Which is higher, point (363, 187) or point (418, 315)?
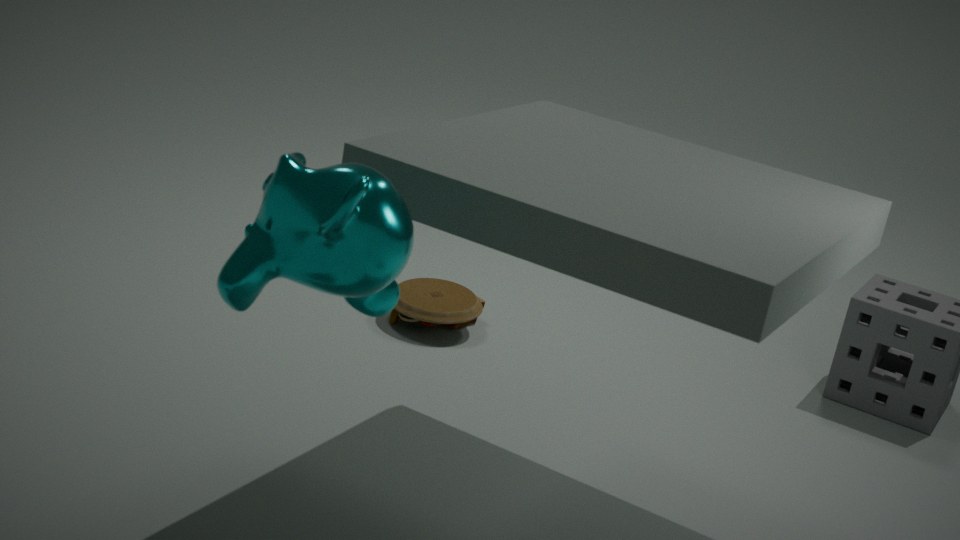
point (363, 187)
